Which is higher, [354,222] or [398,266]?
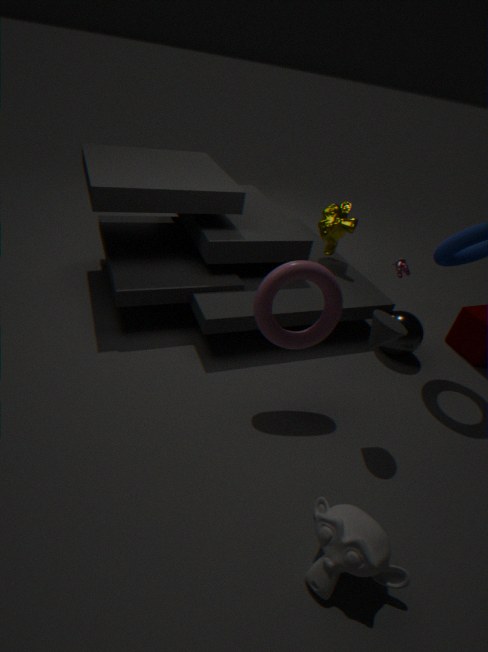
[354,222]
